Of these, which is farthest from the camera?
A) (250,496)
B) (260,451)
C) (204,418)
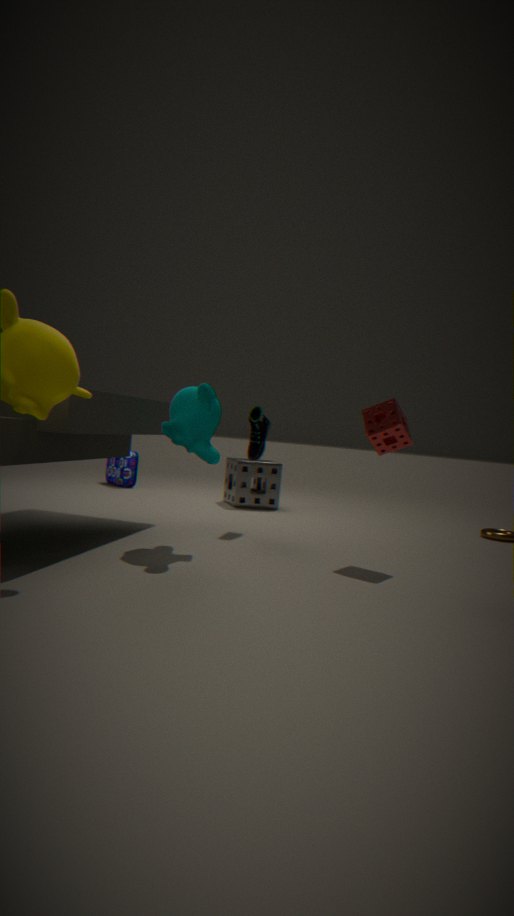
(250,496)
